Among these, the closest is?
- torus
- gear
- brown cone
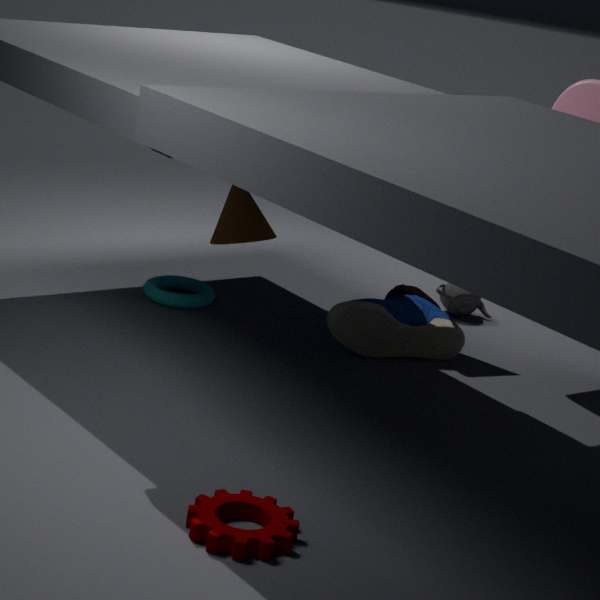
gear
